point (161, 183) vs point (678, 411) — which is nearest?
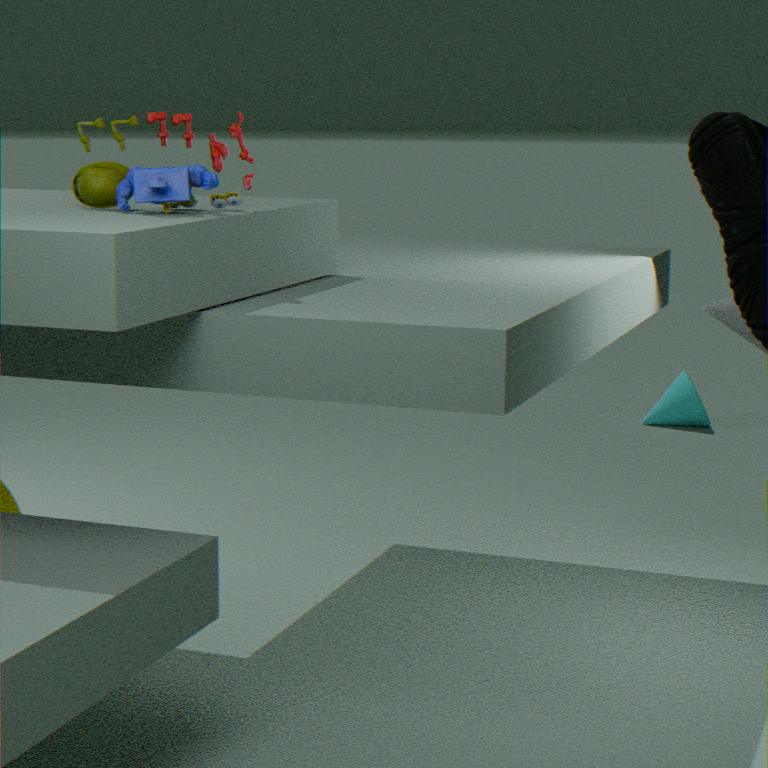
Result: point (161, 183)
